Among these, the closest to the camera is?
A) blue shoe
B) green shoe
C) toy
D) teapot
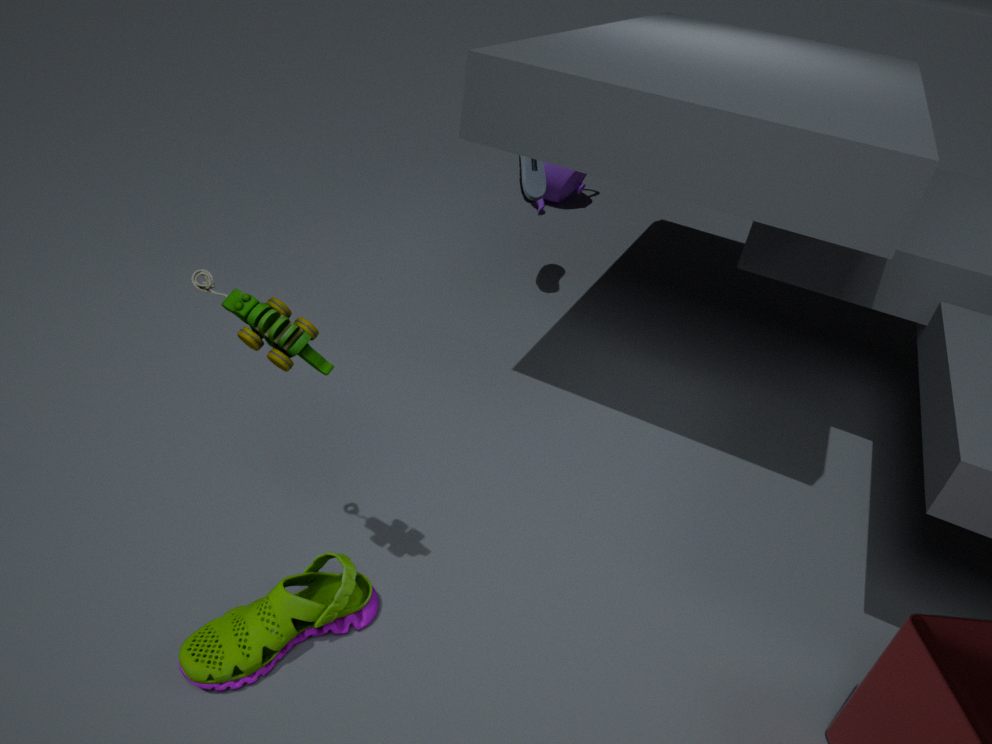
toy
